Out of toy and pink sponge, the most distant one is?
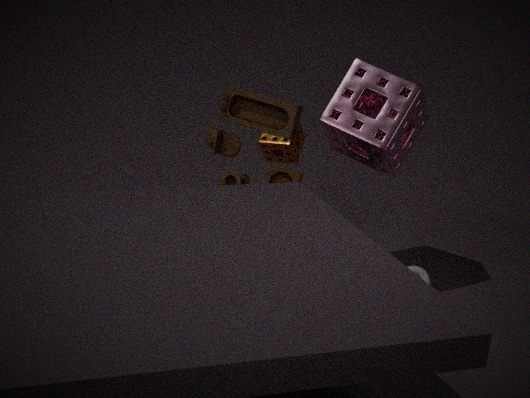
toy
